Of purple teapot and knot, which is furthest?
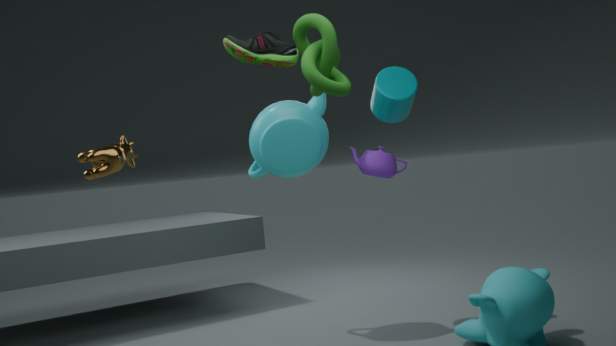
purple teapot
